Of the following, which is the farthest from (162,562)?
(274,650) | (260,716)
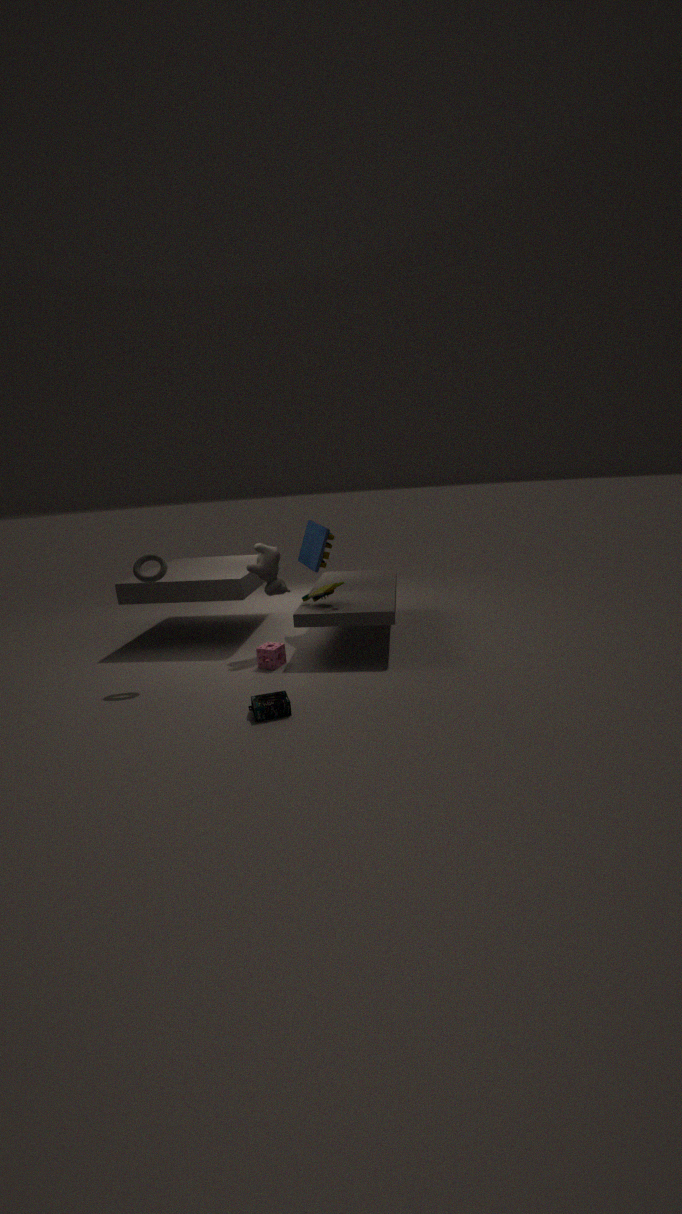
(260,716)
